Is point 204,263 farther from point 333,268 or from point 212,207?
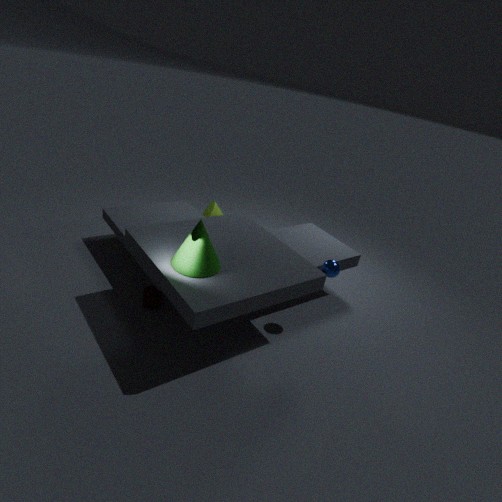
point 212,207
